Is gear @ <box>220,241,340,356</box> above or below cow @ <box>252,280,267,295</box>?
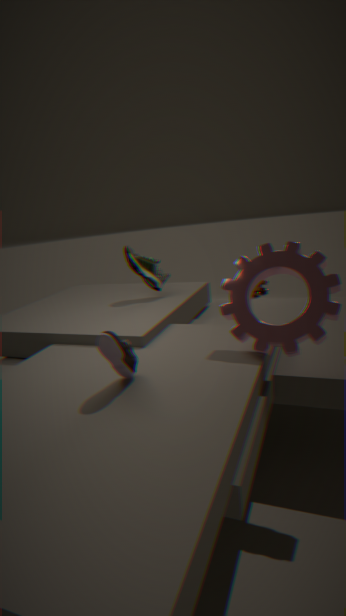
above
